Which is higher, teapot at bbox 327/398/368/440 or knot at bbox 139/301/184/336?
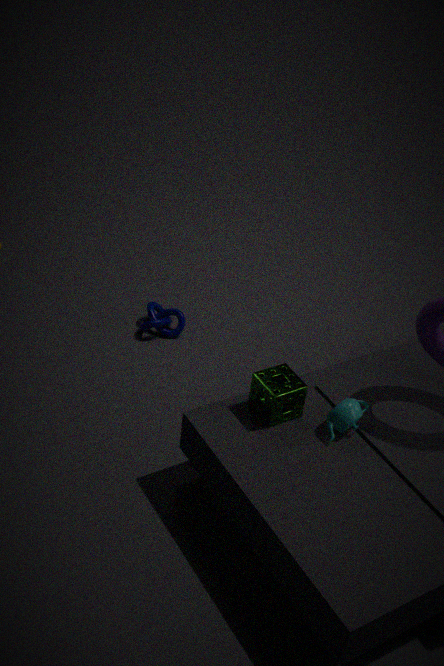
teapot at bbox 327/398/368/440
